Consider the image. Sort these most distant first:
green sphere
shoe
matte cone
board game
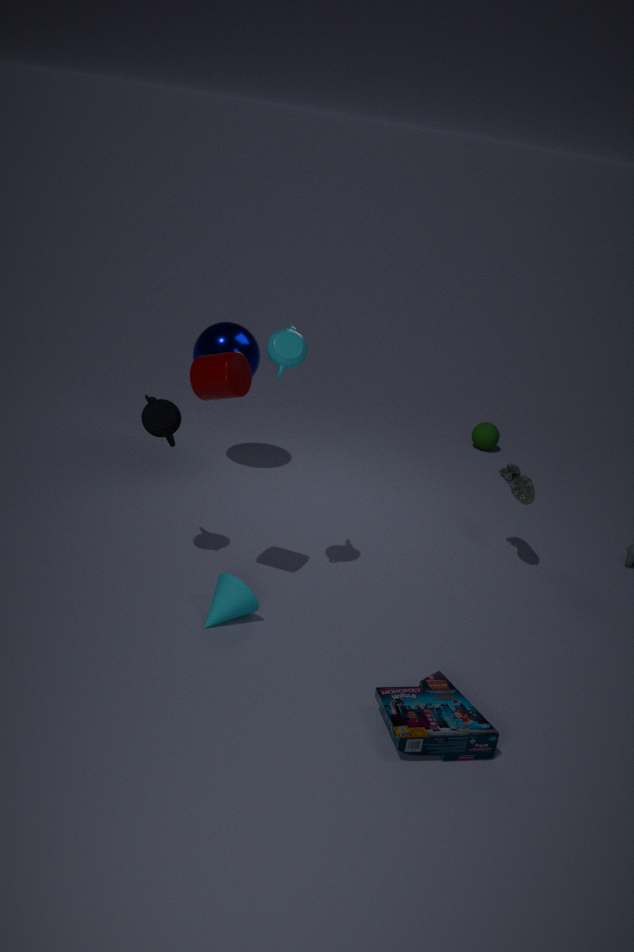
green sphere < shoe < matte cone < board game
